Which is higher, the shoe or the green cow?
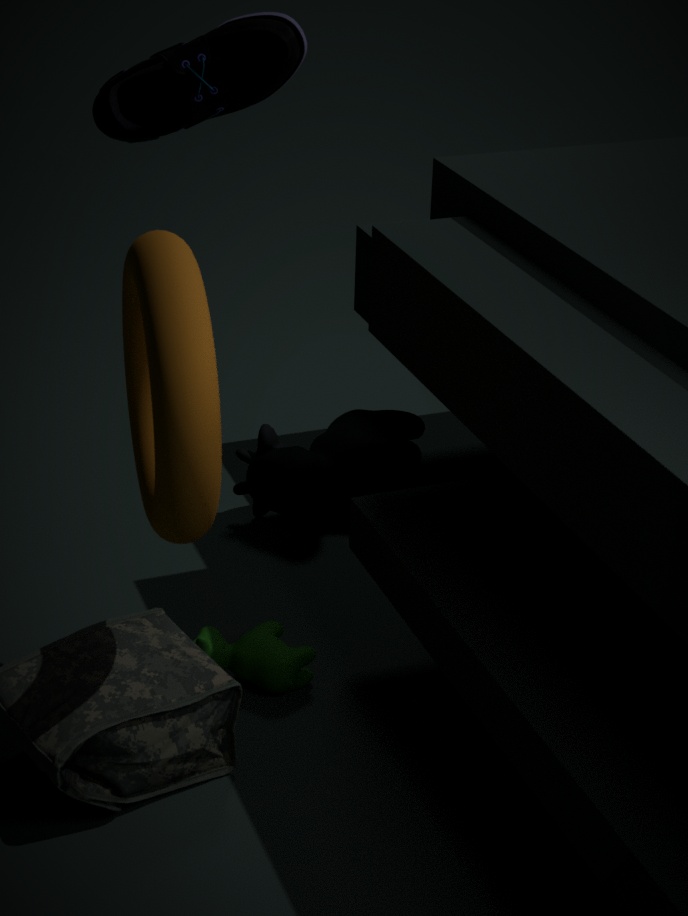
the shoe
